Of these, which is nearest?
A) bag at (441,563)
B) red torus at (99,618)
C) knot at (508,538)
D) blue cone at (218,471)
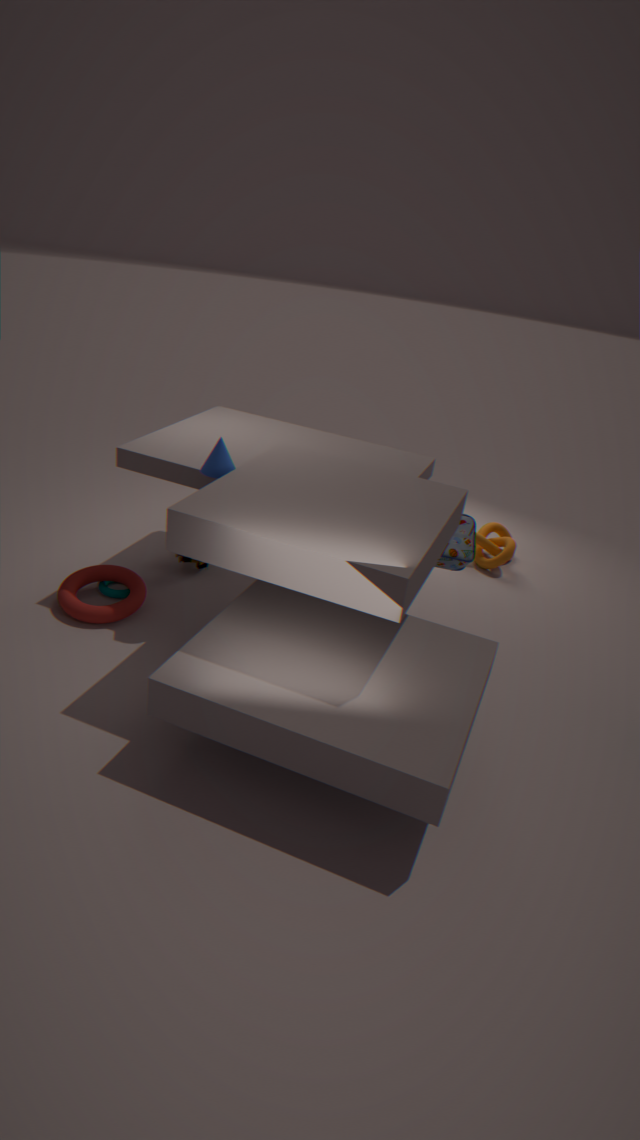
blue cone at (218,471)
